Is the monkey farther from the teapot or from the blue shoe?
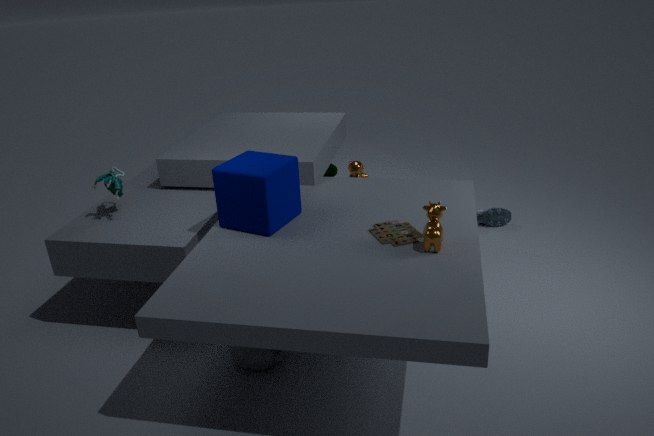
the teapot
